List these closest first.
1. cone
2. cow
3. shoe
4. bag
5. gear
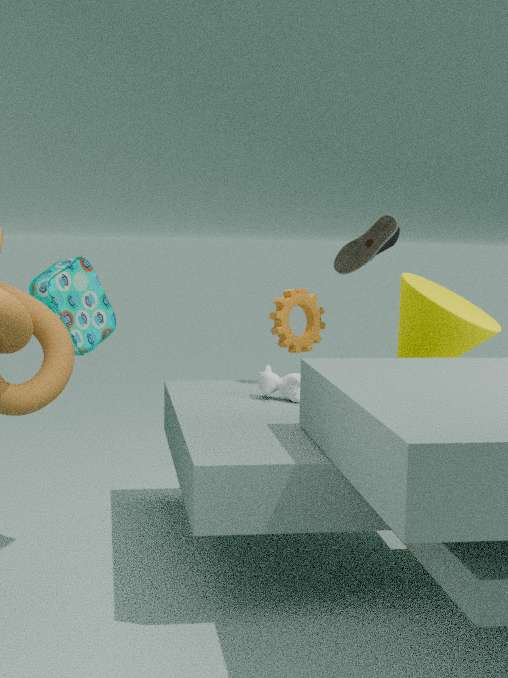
bag, cone, cow, gear, shoe
